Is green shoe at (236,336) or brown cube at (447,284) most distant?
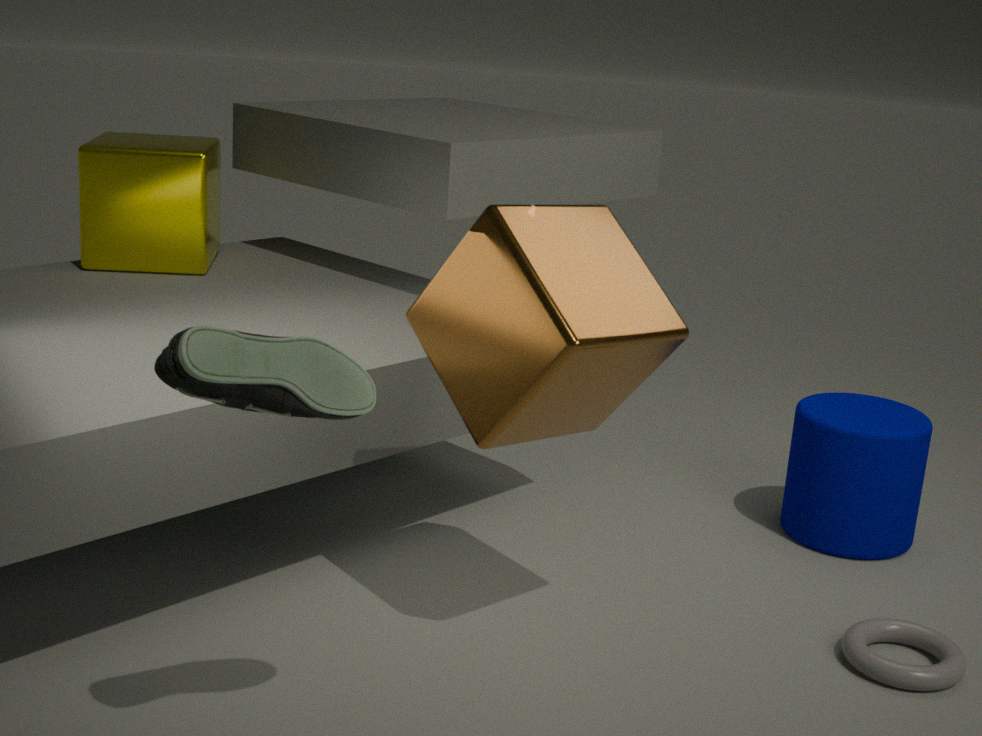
brown cube at (447,284)
